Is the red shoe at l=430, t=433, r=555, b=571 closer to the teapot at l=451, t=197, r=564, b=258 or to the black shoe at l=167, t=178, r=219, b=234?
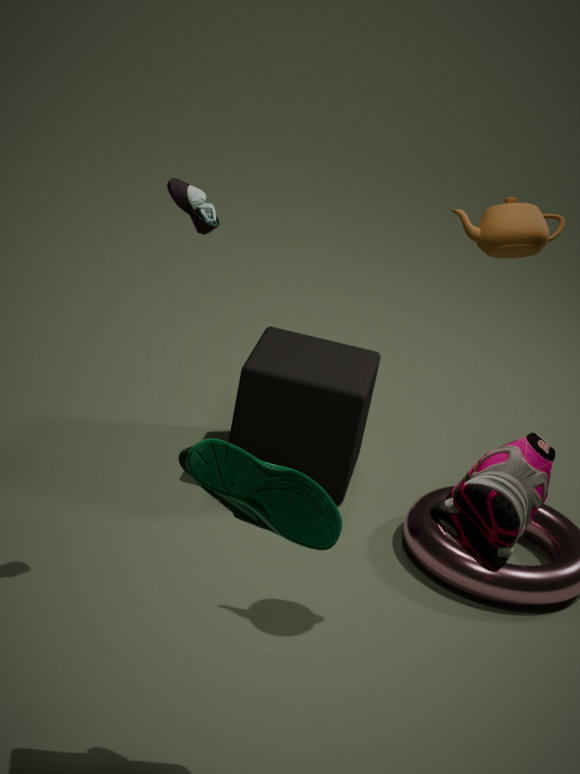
the teapot at l=451, t=197, r=564, b=258
